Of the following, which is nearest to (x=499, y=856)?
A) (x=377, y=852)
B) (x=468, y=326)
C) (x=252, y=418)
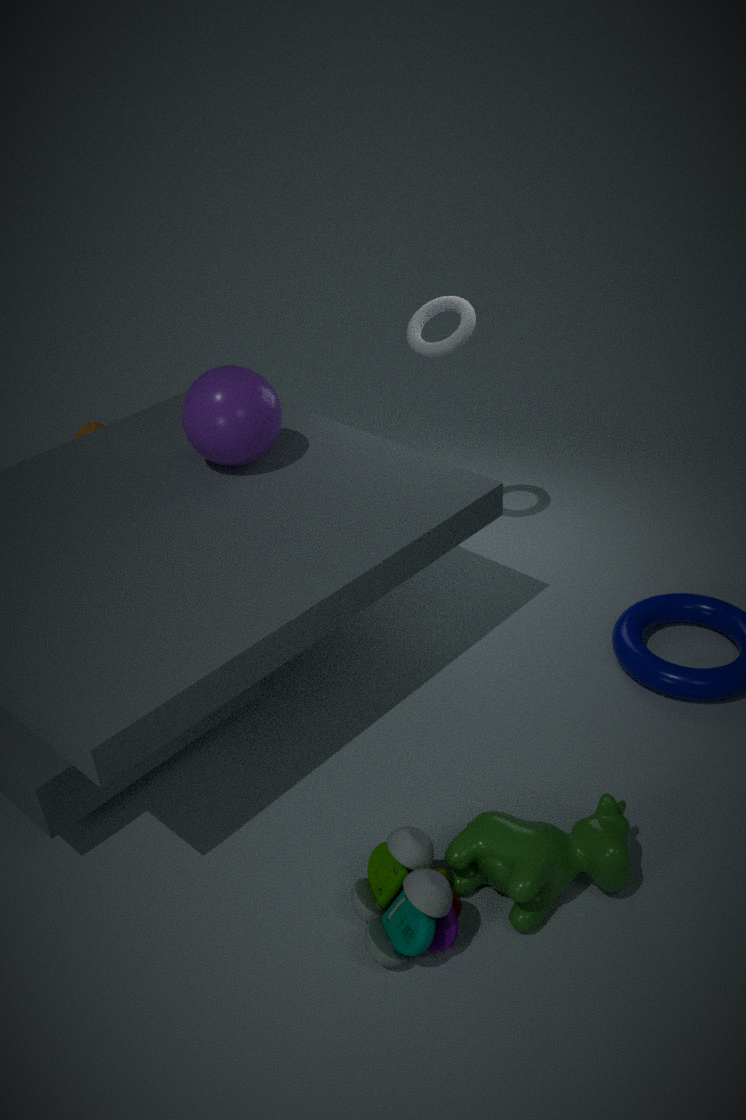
(x=377, y=852)
